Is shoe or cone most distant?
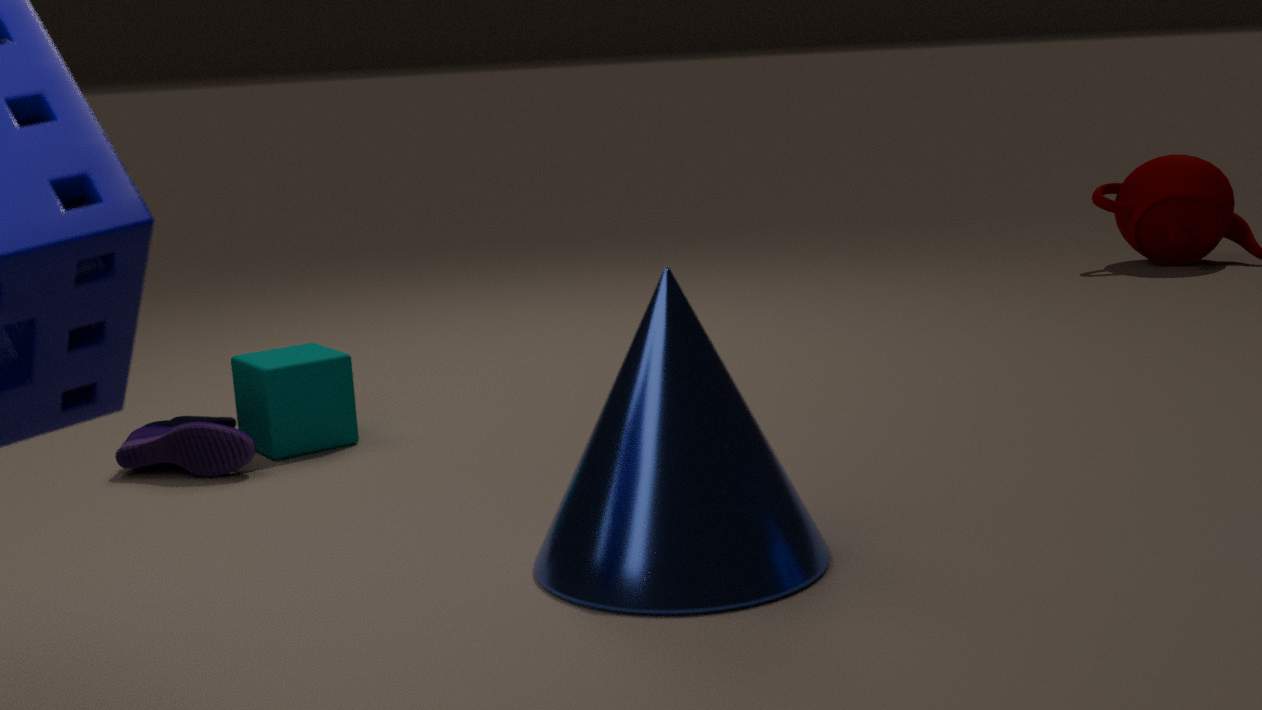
shoe
